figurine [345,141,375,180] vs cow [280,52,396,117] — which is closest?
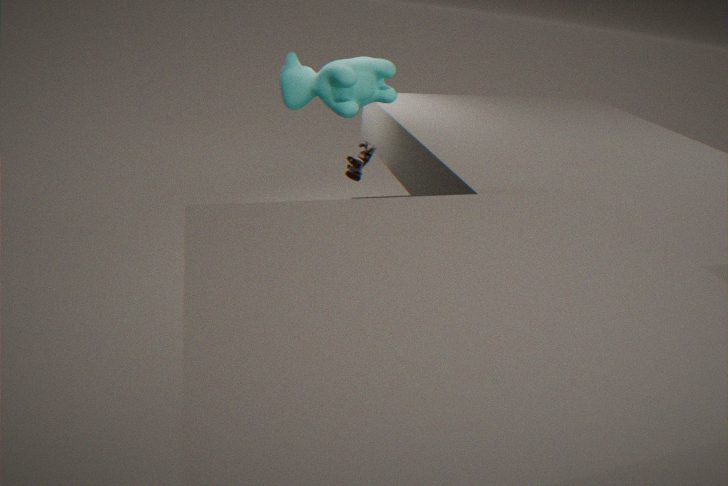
cow [280,52,396,117]
